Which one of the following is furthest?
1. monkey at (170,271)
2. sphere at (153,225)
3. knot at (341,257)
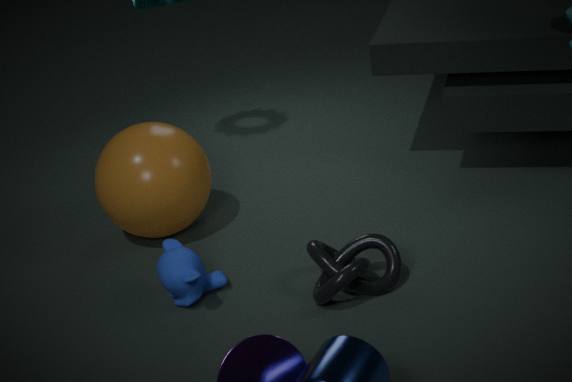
sphere at (153,225)
